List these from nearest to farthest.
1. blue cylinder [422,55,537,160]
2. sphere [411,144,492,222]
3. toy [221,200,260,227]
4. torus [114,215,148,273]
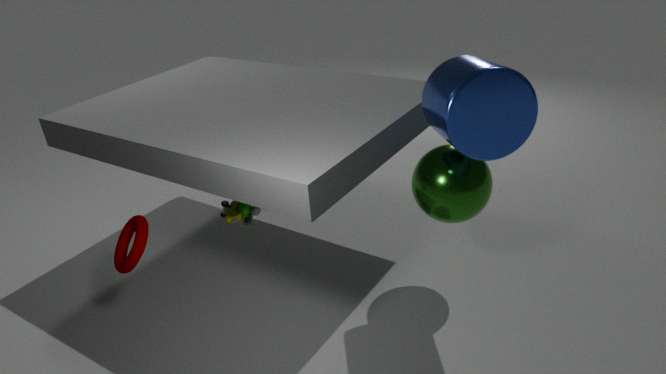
blue cylinder [422,55,537,160]
sphere [411,144,492,222]
torus [114,215,148,273]
toy [221,200,260,227]
